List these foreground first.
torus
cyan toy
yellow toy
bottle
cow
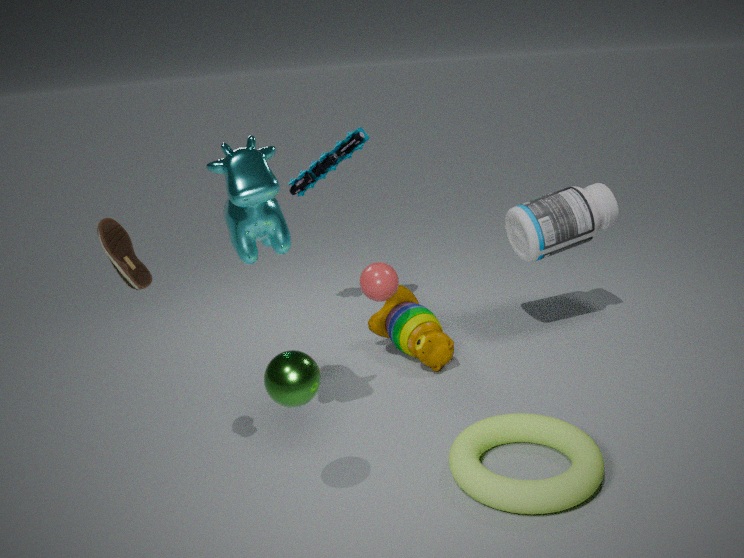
1. torus
2. cow
3. yellow toy
4. bottle
5. cyan toy
